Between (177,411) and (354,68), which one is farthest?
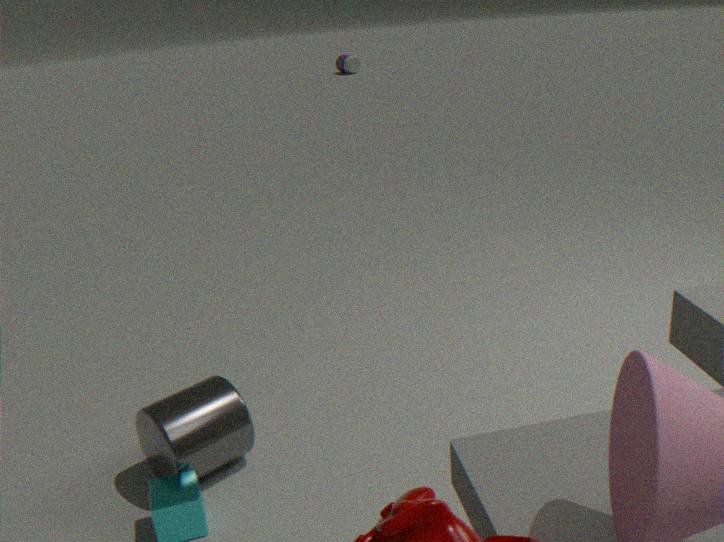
(354,68)
